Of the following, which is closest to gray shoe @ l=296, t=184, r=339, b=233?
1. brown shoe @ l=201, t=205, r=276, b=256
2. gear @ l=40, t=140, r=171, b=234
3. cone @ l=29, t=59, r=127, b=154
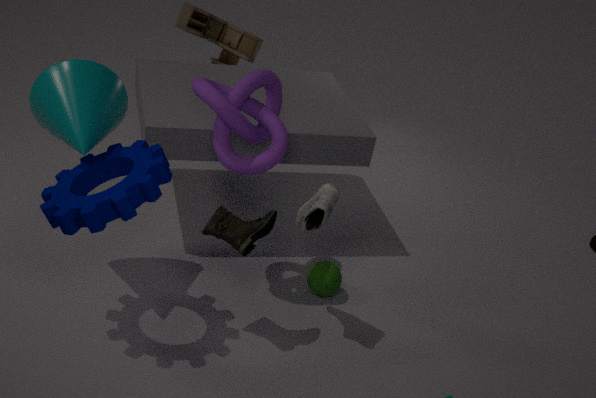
brown shoe @ l=201, t=205, r=276, b=256
